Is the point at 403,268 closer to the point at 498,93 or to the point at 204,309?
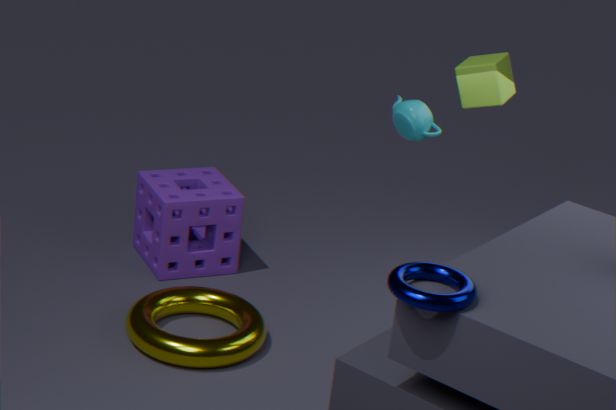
the point at 204,309
